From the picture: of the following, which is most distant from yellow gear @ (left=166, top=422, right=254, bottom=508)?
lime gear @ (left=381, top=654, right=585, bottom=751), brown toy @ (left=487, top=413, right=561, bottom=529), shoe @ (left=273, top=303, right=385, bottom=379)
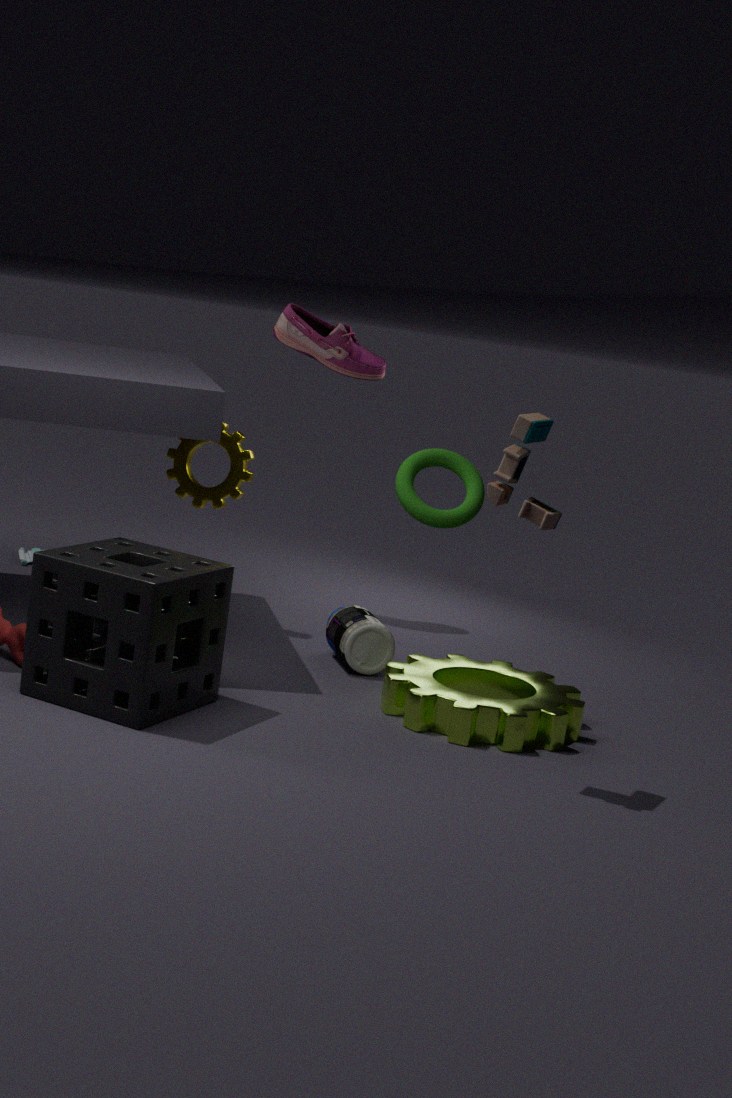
brown toy @ (left=487, top=413, right=561, bottom=529)
